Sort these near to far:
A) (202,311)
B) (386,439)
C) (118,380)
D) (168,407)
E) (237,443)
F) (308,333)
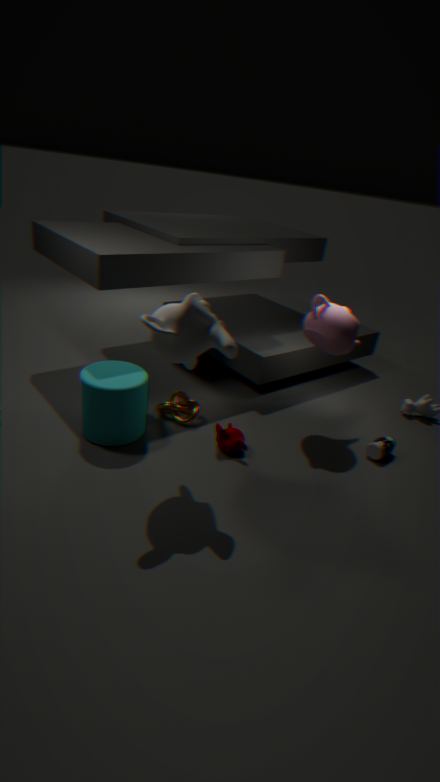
(202,311) → (118,380) → (237,443) → (308,333) → (386,439) → (168,407)
